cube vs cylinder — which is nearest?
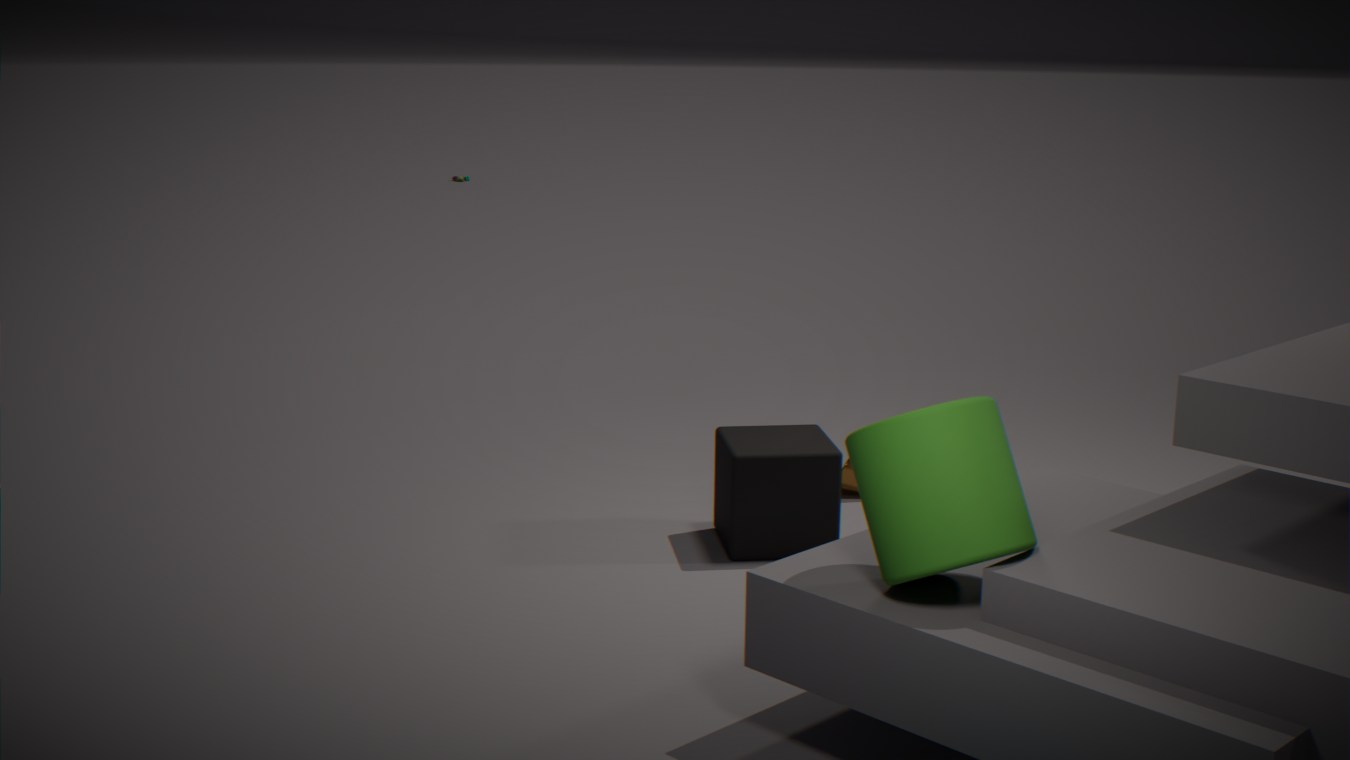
cylinder
